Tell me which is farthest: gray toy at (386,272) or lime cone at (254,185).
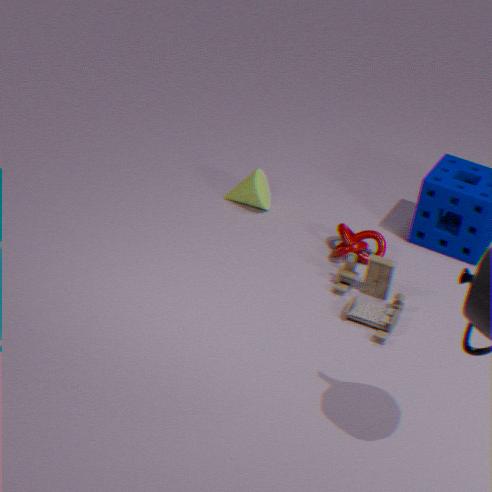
lime cone at (254,185)
